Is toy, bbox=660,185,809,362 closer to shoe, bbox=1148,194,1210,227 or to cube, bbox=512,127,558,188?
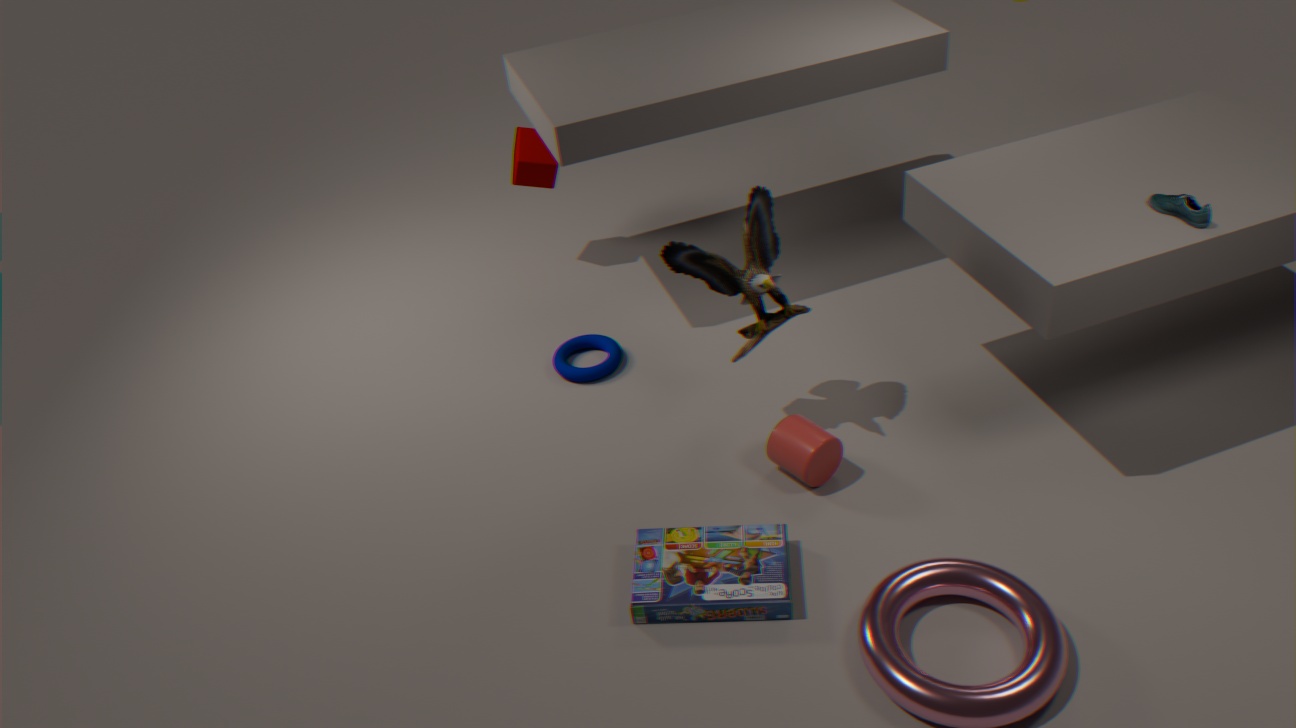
shoe, bbox=1148,194,1210,227
